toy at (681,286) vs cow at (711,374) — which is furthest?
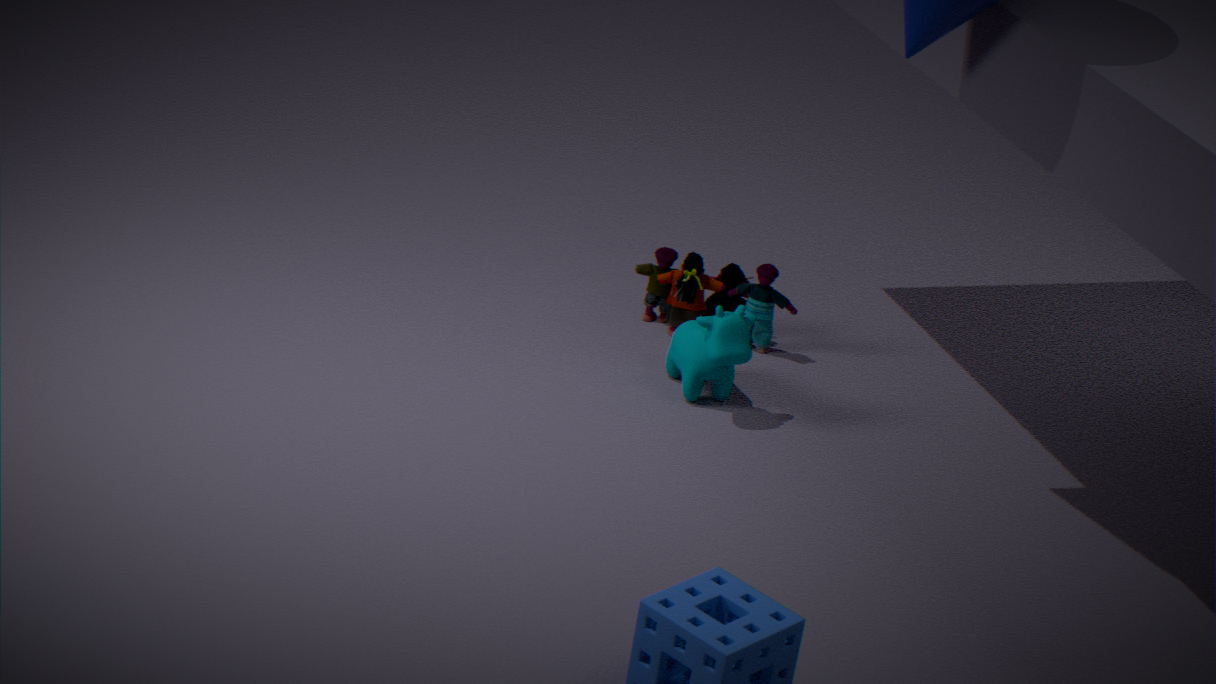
toy at (681,286)
